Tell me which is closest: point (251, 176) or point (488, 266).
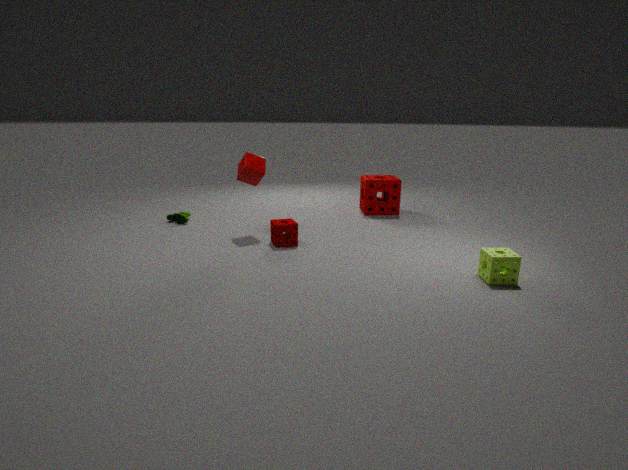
point (488, 266)
